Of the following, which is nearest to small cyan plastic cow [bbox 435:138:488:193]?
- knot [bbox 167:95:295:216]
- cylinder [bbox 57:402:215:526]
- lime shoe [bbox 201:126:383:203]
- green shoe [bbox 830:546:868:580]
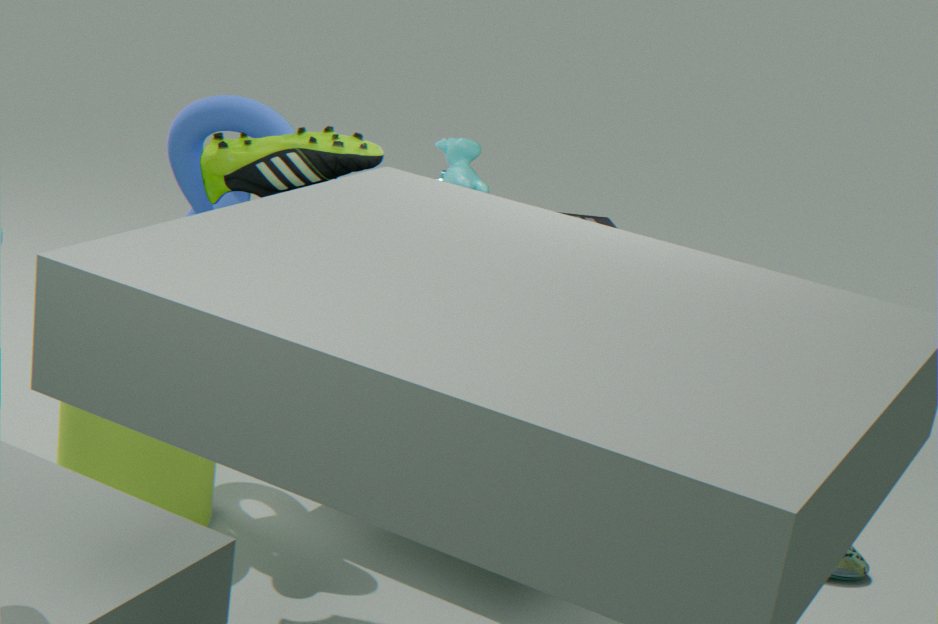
knot [bbox 167:95:295:216]
